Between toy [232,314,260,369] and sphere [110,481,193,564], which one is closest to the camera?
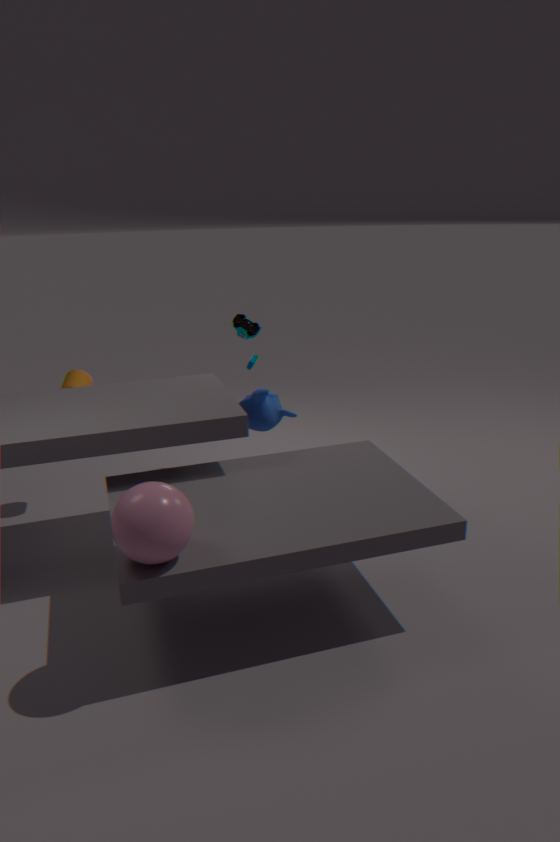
sphere [110,481,193,564]
